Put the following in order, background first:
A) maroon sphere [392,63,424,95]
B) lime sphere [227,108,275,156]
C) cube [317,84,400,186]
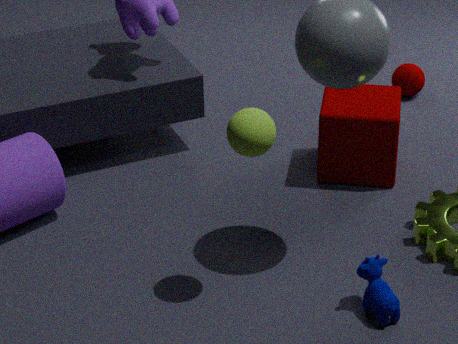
1. maroon sphere [392,63,424,95]
2. cube [317,84,400,186]
3. lime sphere [227,108,275,156]
